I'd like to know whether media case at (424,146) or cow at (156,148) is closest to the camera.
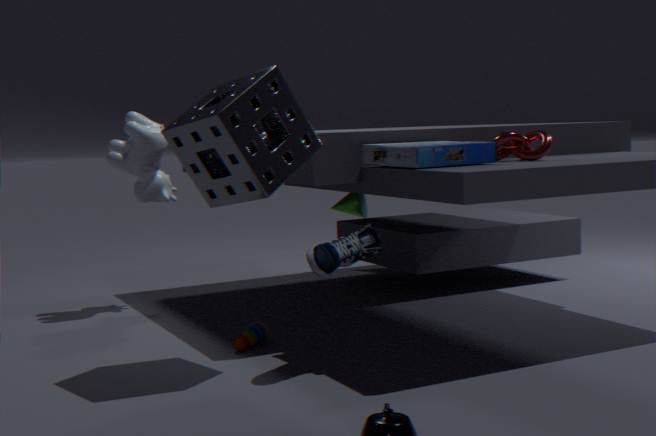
media case at (424,146)
